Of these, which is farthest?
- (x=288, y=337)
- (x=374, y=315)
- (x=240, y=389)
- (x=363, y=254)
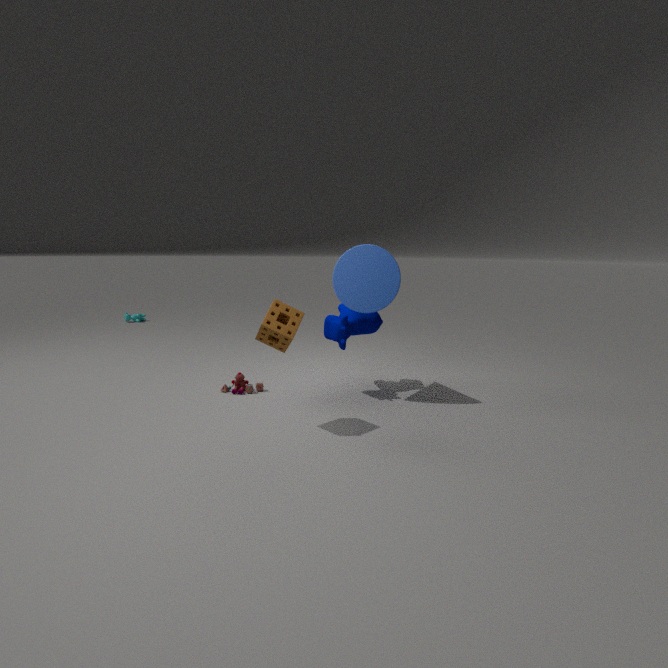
(x=374, y=315)
